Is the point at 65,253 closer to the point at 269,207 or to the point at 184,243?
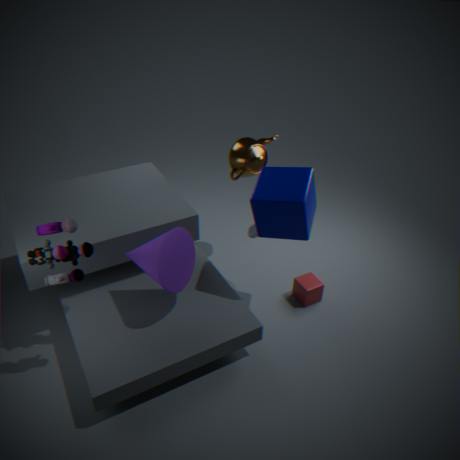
the point at 184,243
